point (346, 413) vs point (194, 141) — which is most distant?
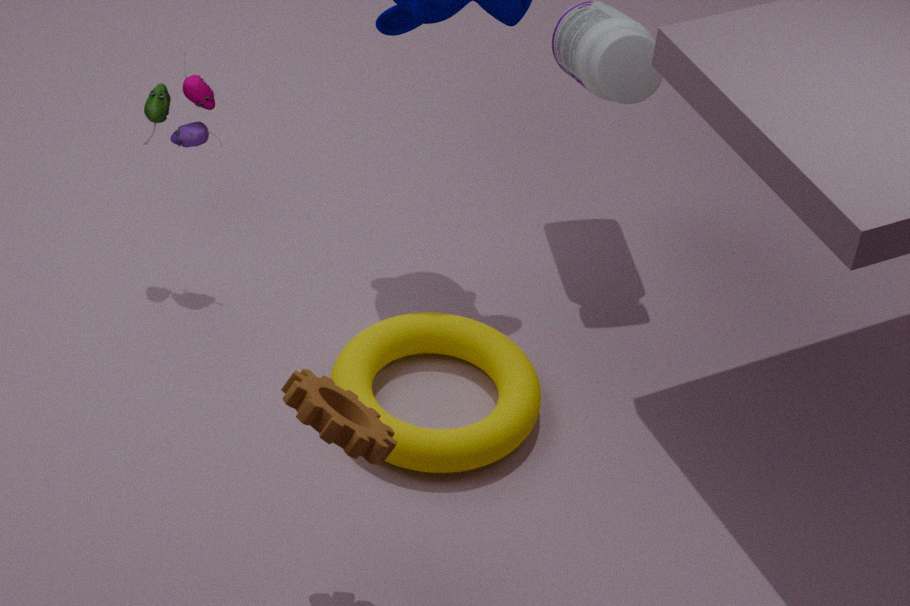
point (194, 141)
